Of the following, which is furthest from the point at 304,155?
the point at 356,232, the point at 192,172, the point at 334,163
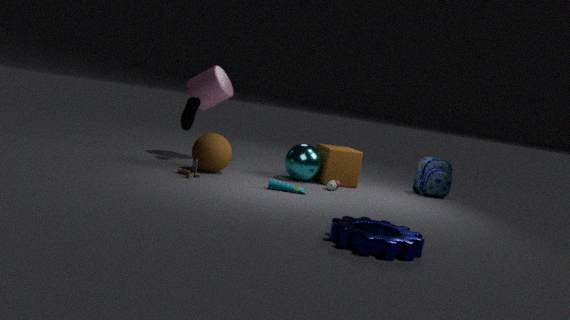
the point at 356,232
